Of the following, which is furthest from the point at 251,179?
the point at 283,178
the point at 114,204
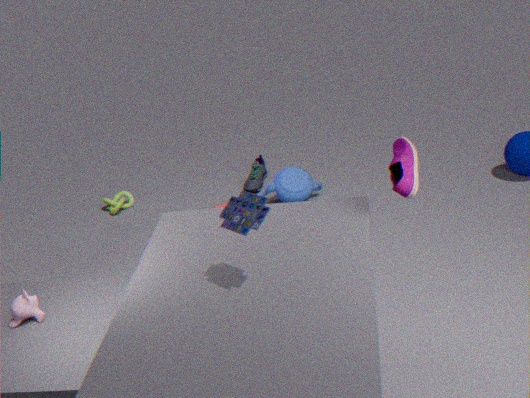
the point at 114,204
